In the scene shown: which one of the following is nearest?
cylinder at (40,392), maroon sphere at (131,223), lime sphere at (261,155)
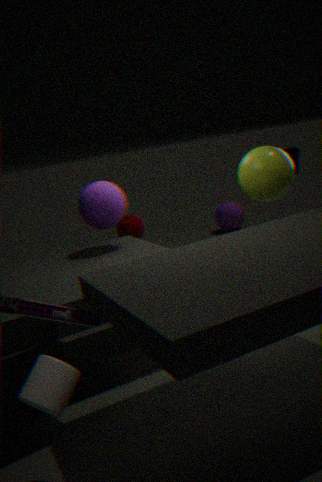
cylinder at (40,392)
